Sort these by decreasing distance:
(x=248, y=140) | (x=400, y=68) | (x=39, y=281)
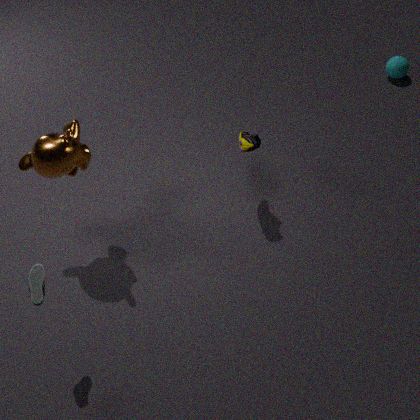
(x=400, y=68) < (x=248, y=140) < (x=39, y=281)
